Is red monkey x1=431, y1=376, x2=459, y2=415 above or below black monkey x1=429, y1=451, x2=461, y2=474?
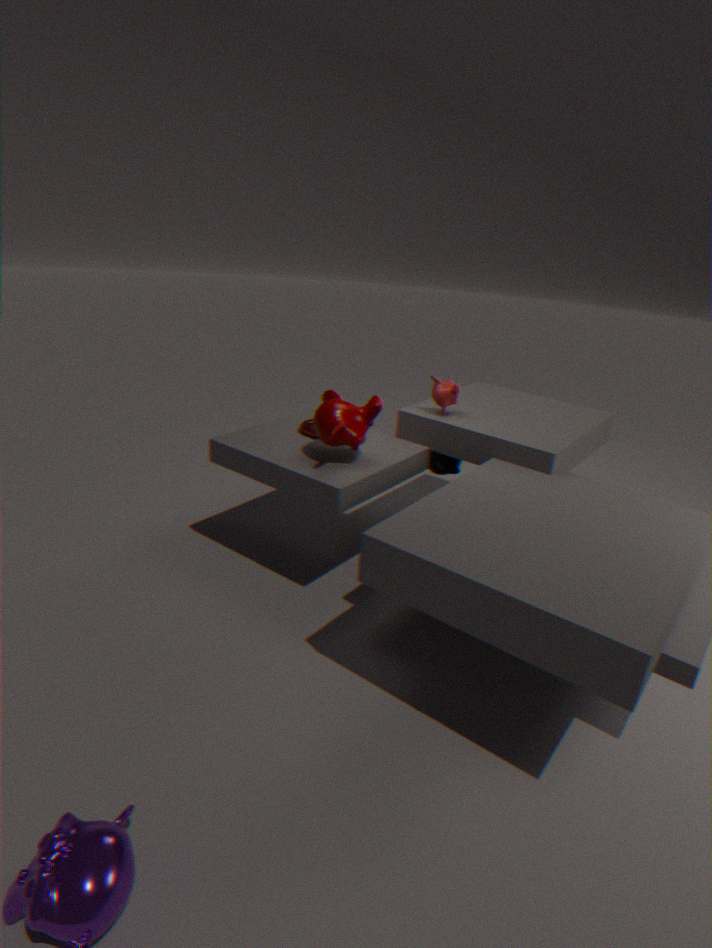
above
